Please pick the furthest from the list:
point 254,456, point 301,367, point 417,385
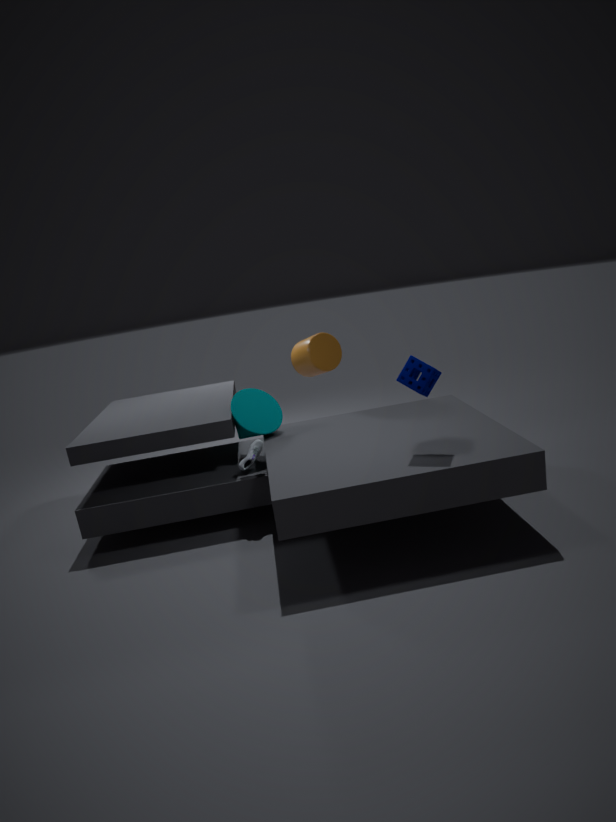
point 301,367
